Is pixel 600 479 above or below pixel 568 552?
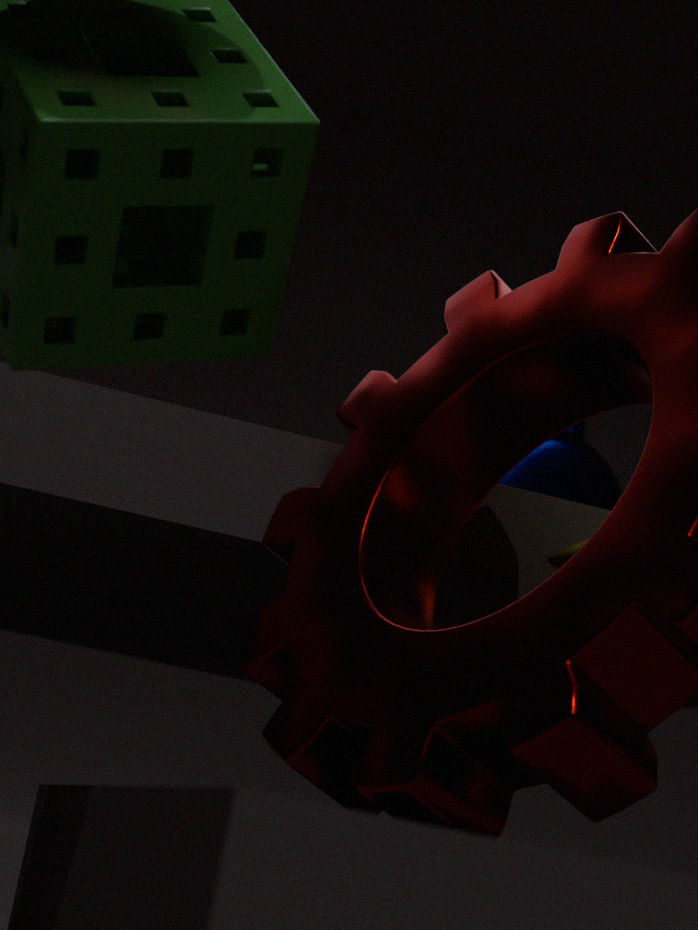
above
